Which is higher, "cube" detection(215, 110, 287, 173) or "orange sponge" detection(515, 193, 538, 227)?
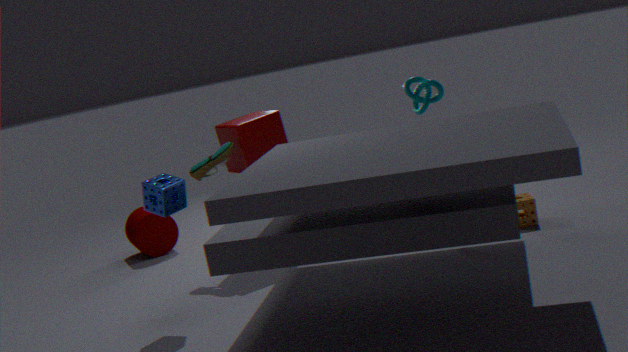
"cube" detection(215, 110, 287, 173)
